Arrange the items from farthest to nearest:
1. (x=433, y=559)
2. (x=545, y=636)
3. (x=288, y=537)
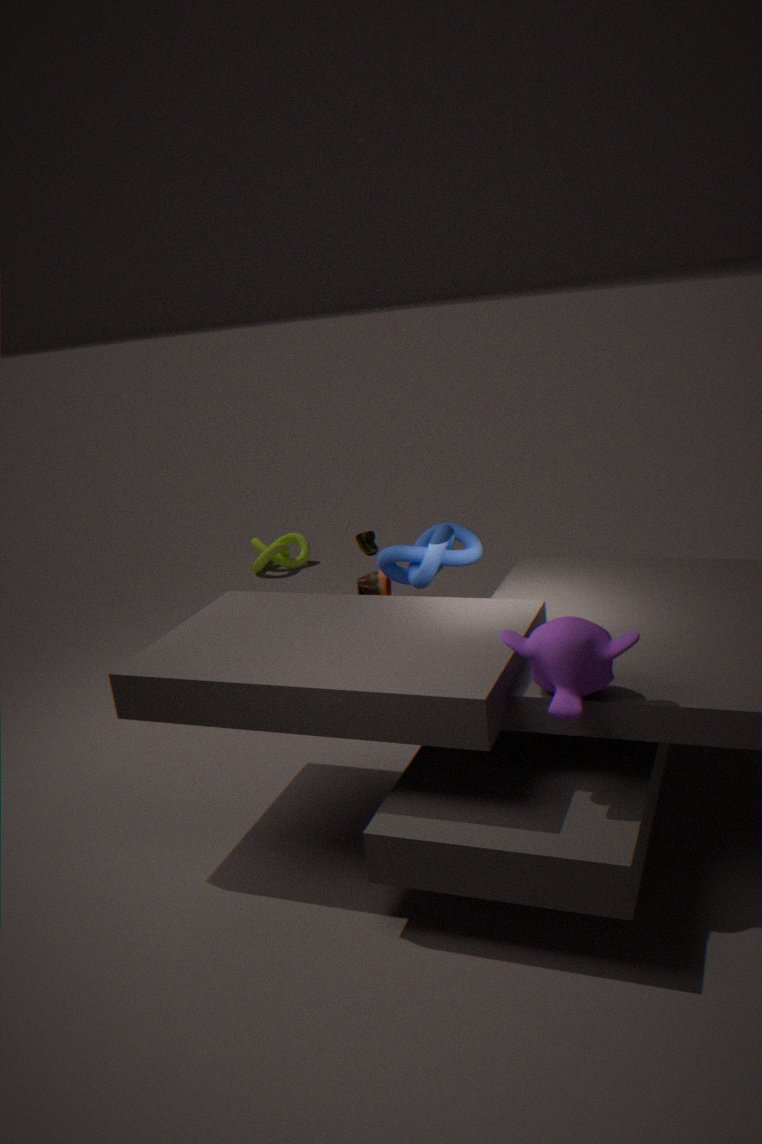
(x=288, y=537) < (x=433, y=559) < (x=545, y=636)
